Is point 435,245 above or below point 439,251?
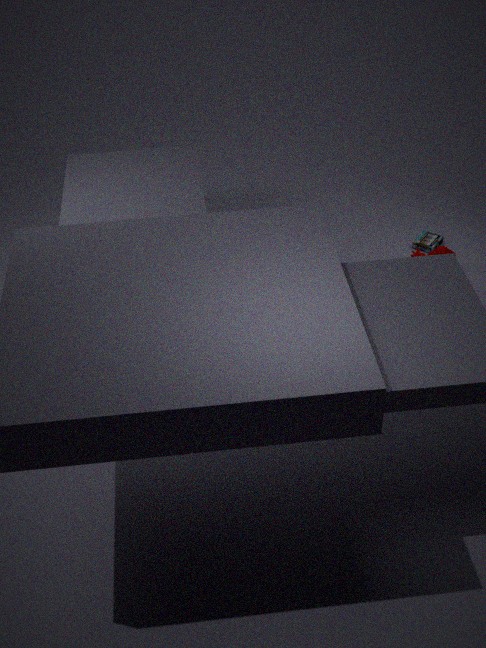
below
